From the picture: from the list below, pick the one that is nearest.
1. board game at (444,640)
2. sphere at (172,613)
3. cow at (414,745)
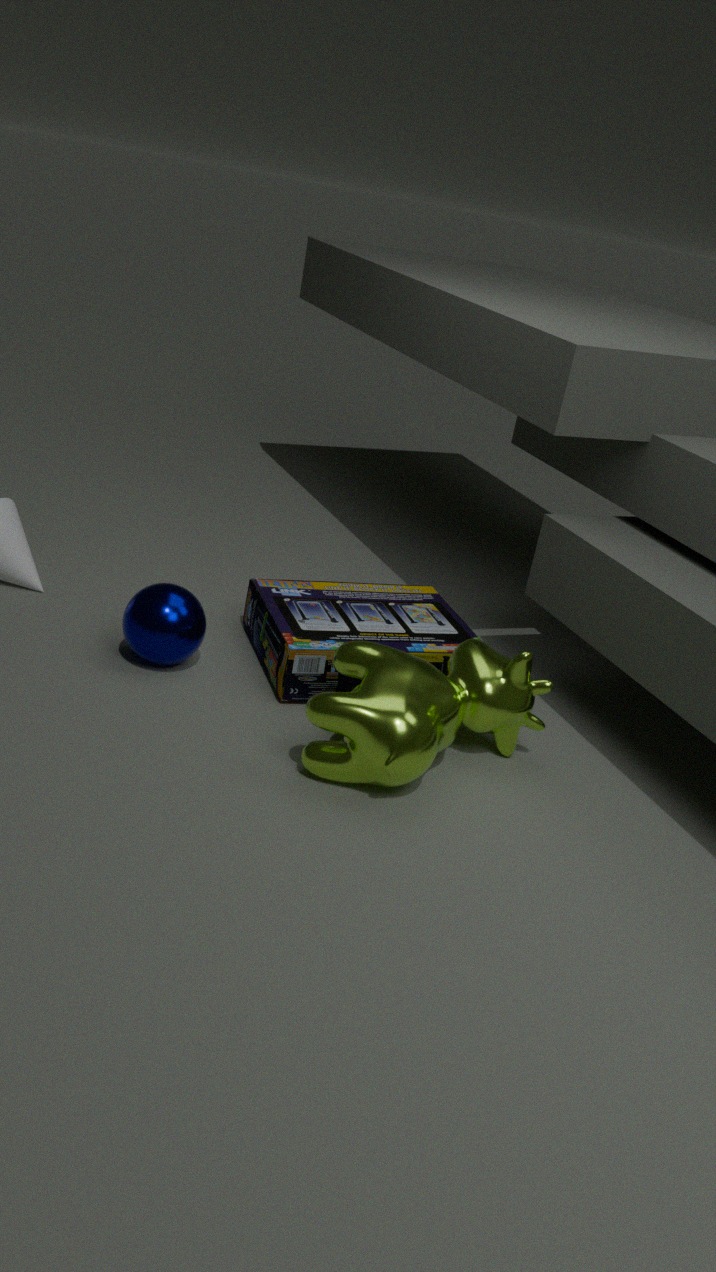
cow at (414,745)
